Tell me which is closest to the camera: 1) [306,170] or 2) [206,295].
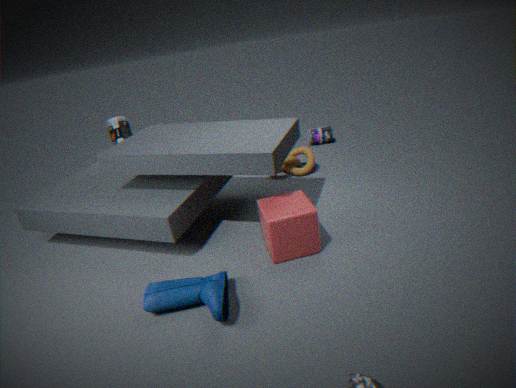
2. [206,295]
